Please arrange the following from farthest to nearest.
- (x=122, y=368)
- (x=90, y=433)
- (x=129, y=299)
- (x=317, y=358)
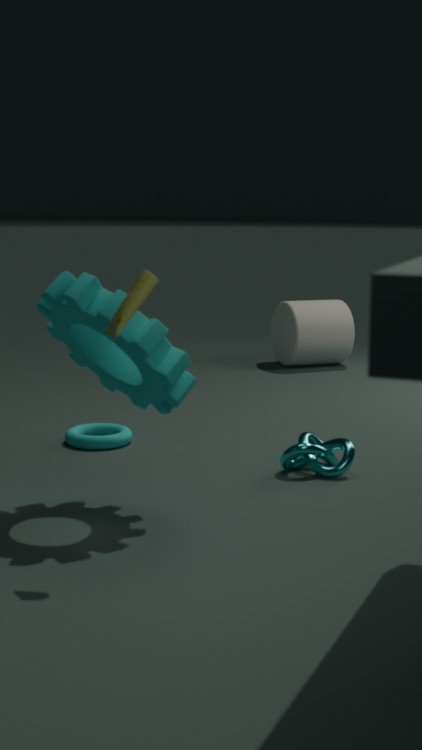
1. (x=317, y=358)
2. (x=90, y=433)
3. (x=122, y=368)
4. (x=129, y=299)
